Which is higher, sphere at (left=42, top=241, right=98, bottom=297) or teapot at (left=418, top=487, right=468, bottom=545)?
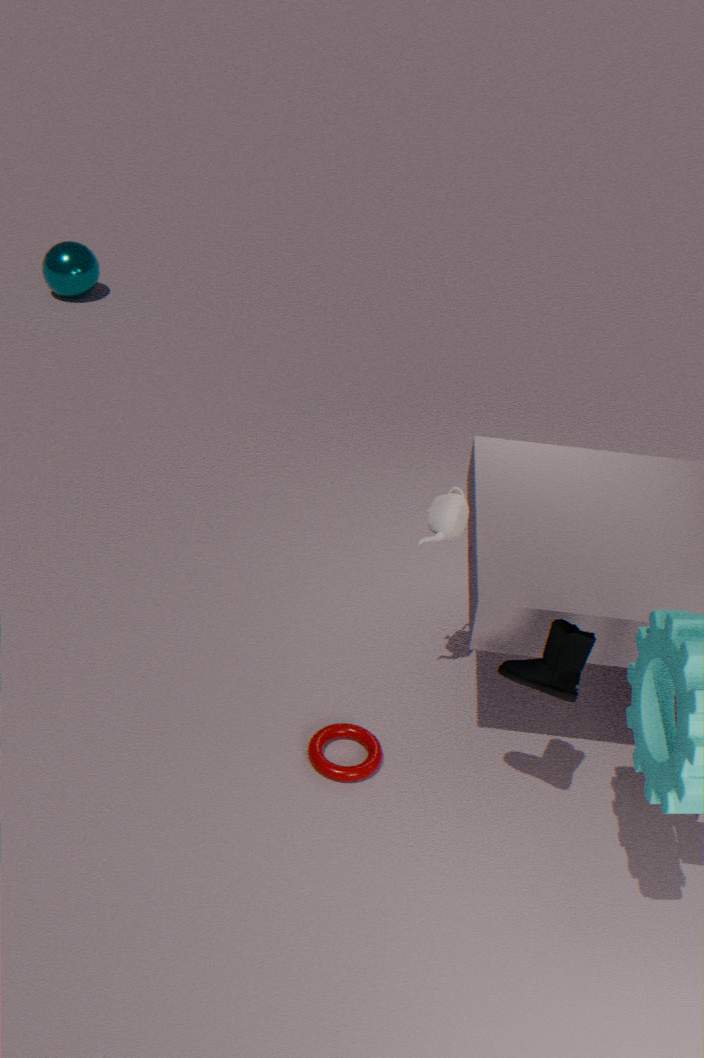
teapot at (left=418, top=487, right=468, bottom=545)
